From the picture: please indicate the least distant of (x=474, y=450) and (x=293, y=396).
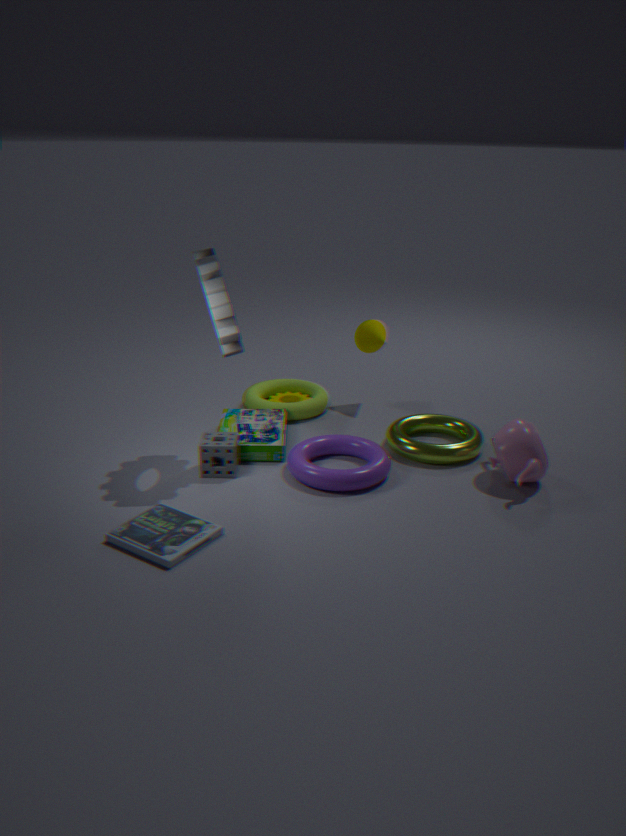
(x=474, y=450)
